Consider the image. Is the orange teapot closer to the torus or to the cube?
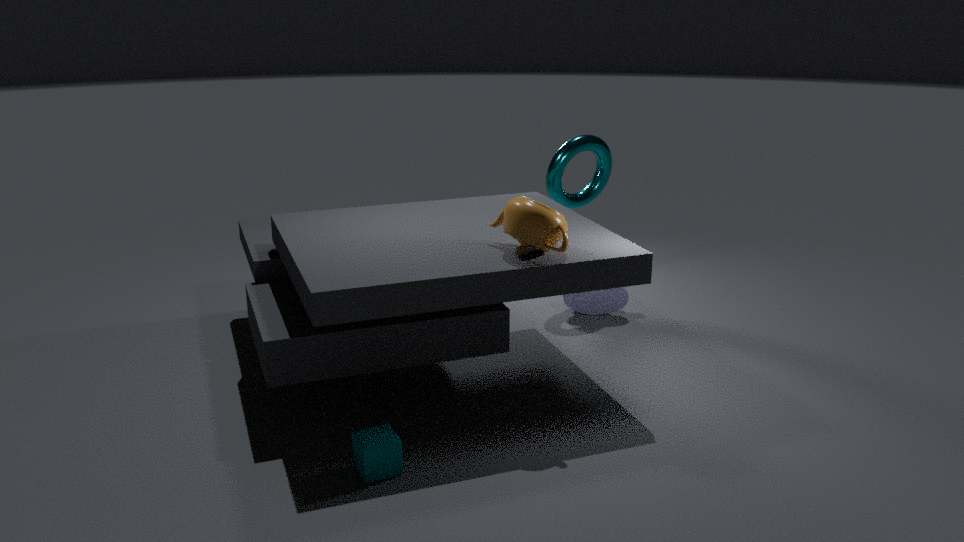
the cube
